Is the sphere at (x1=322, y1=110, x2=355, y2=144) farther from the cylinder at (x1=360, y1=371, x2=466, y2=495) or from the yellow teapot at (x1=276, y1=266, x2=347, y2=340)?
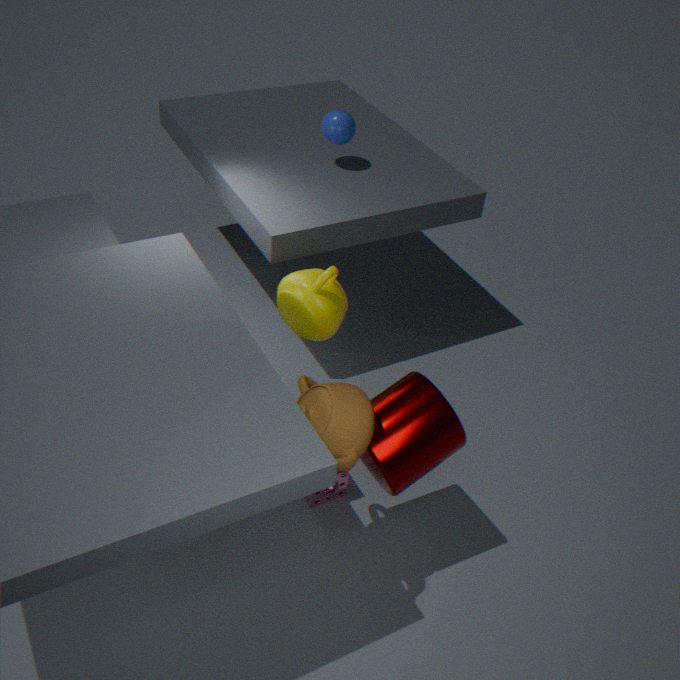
the cylinder at (x1=360, y1=371, x2=466, y2=495)
